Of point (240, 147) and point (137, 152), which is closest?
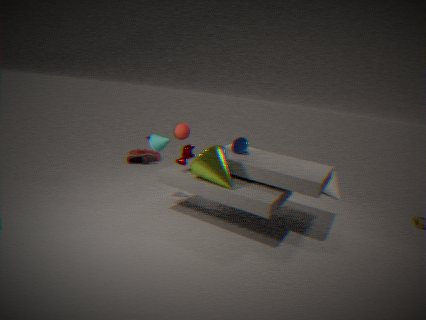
point (240, 147)
